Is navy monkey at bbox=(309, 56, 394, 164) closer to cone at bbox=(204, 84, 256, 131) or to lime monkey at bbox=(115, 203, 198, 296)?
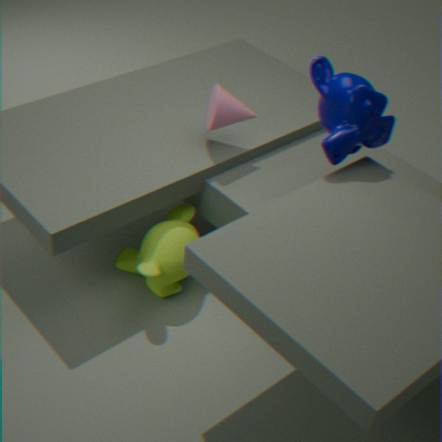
cone at bbox=(204, 84, 256, 131)
